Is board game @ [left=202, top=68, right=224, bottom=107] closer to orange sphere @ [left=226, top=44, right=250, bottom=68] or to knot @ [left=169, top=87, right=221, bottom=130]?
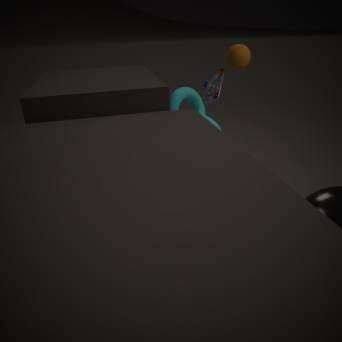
orange sphere @ [left=226, top=44, right=250, bottom=68]
